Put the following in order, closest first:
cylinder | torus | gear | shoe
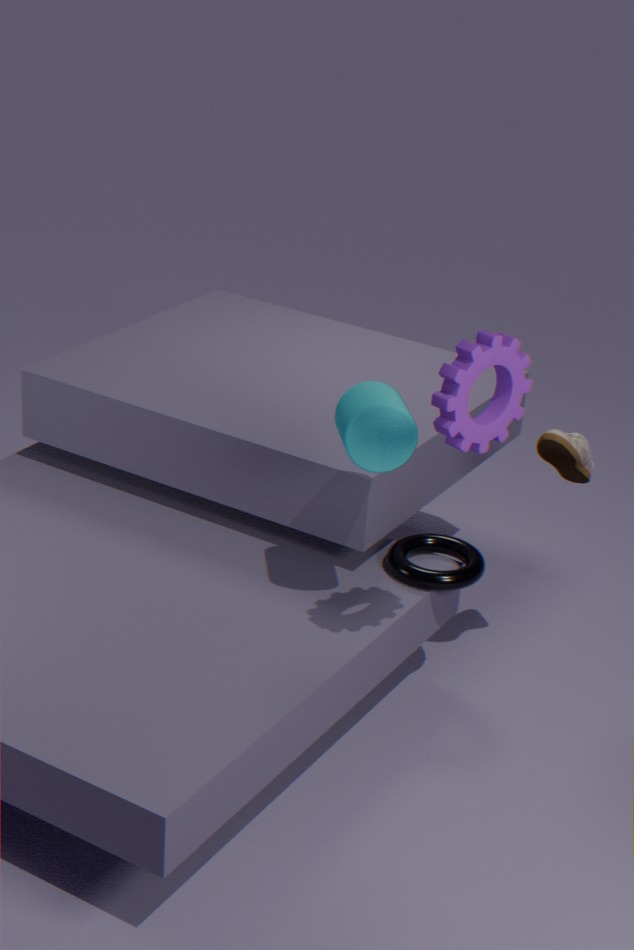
gear → cylinder → shoe → torus
